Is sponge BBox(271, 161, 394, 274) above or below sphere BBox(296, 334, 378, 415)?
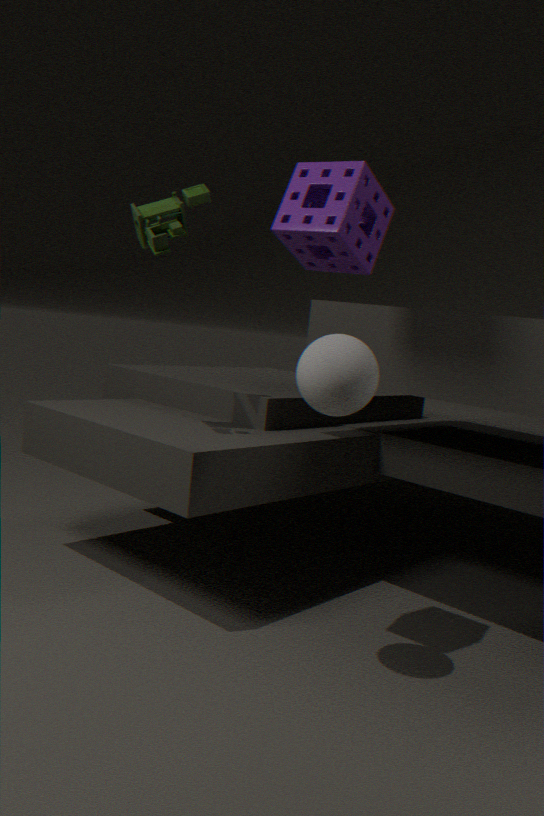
above
